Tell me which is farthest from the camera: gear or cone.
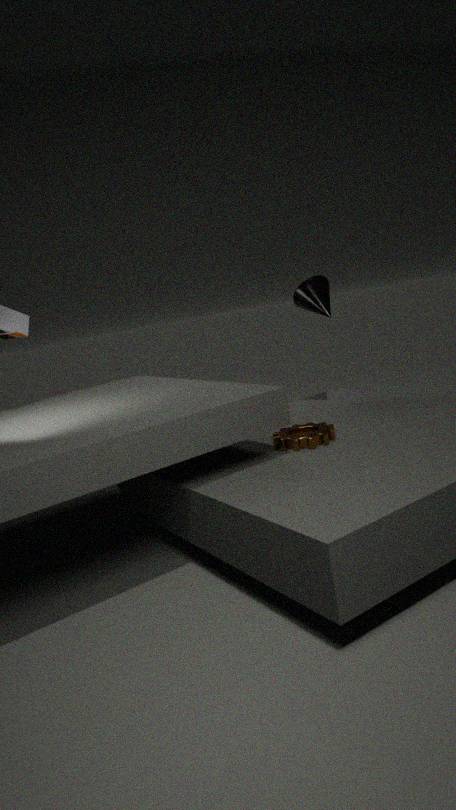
cone
